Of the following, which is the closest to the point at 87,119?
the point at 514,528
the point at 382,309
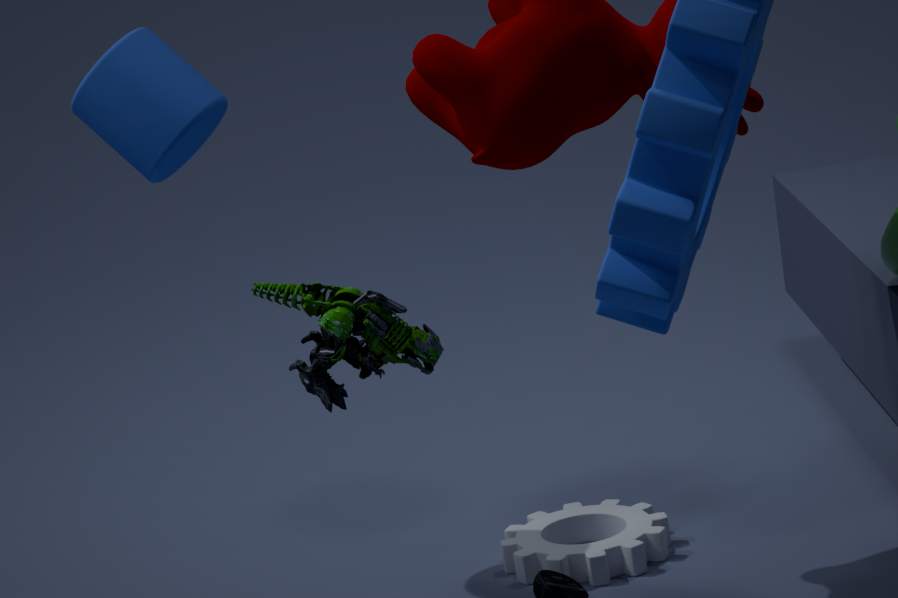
the point at 382,309
